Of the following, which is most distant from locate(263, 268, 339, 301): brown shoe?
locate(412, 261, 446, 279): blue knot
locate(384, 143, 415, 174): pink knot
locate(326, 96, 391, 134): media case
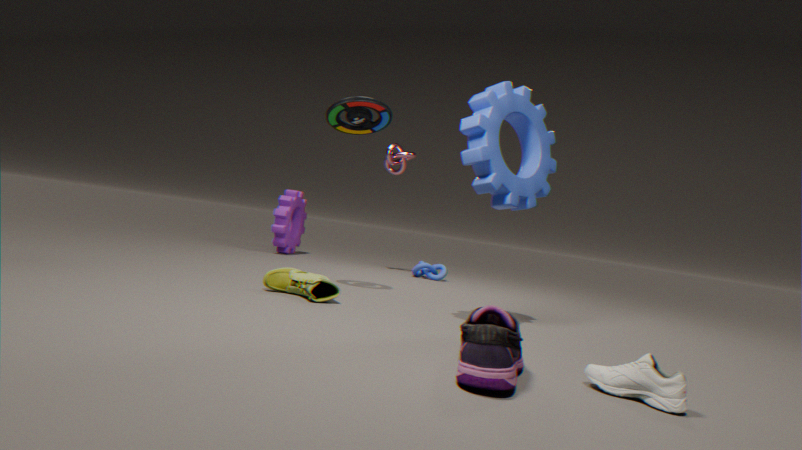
locate(384, 143, 415, 174): pink knot
